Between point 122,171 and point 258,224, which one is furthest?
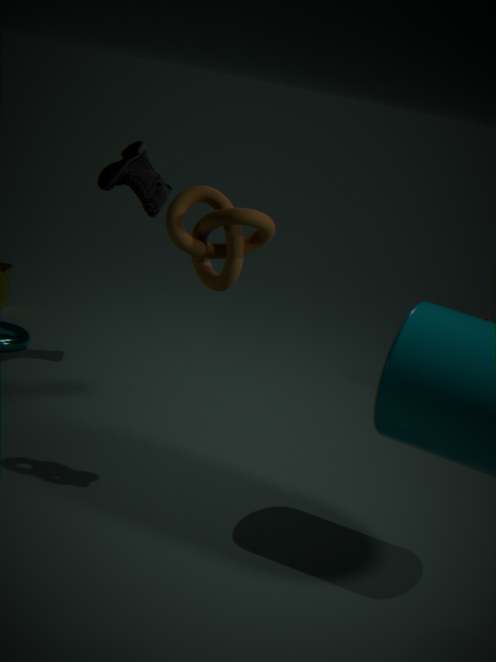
point 122,171
